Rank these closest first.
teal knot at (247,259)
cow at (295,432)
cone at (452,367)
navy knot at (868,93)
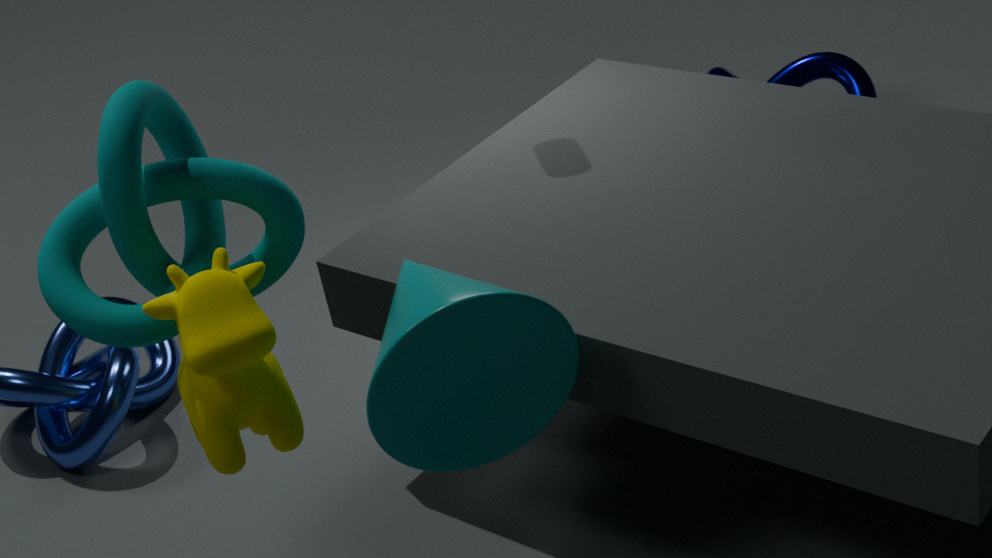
cone at (452,367)
cow at (295,432)
teal knot at (247,259)
navy knot at (868,93)
